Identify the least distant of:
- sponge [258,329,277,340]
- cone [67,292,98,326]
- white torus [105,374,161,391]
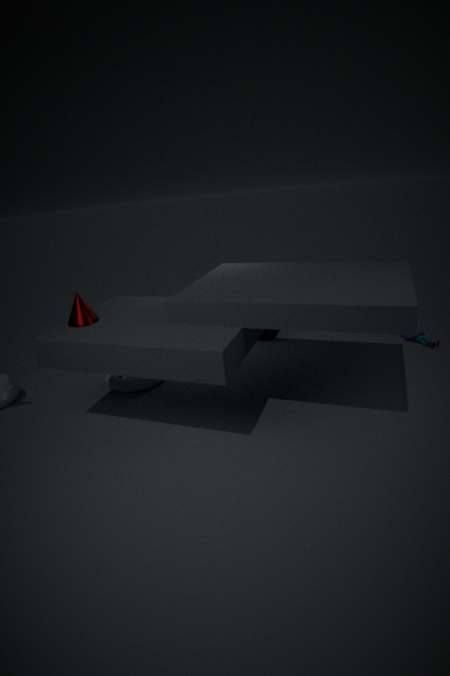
cone [67,292,98,326]
